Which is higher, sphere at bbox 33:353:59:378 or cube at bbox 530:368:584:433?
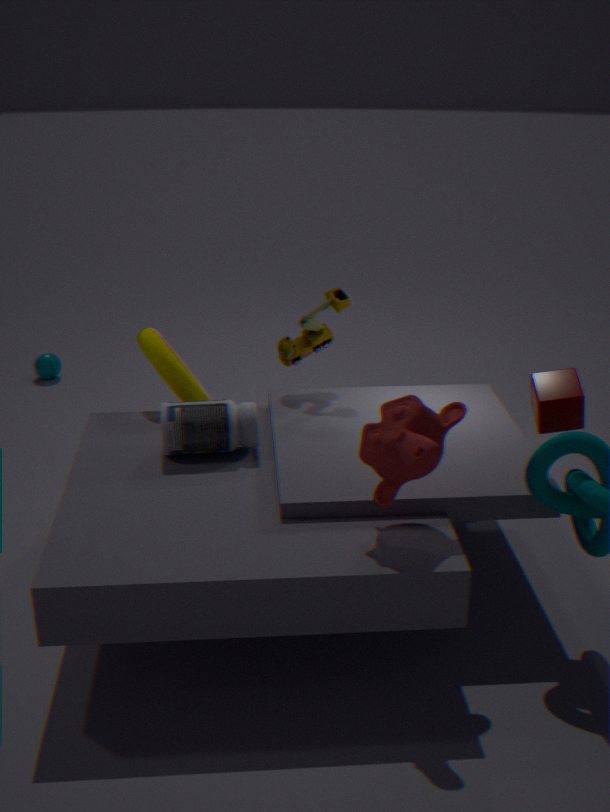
cube at bbox 530:368:584:433
